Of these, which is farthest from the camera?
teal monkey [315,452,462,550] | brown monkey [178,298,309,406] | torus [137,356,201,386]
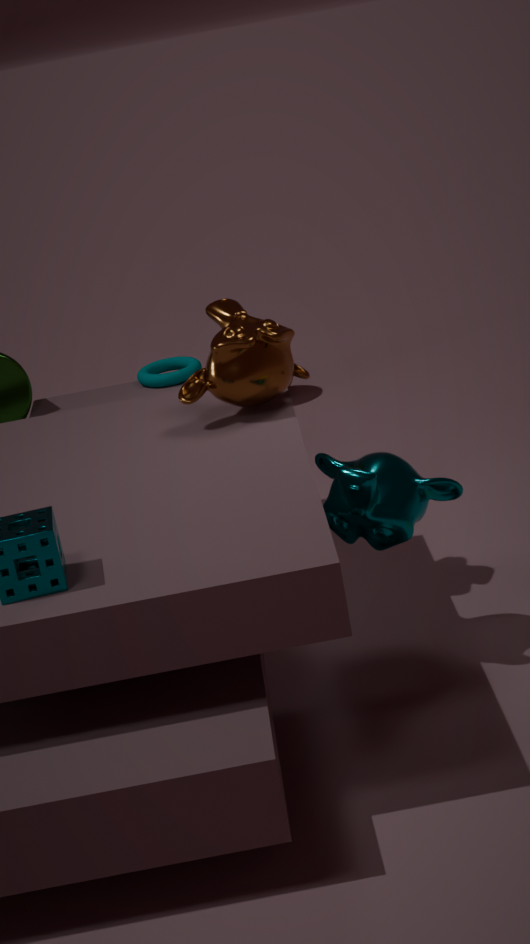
torus [137,356,201,386]
